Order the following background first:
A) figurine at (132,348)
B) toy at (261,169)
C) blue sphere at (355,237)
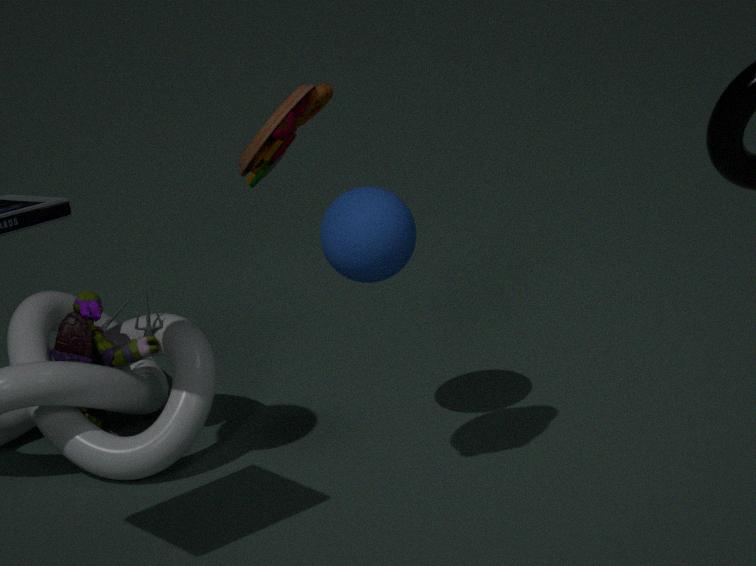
A. figurine at (132,348)
C. blue sphere at (355,237)
B. toy at (261,169)
